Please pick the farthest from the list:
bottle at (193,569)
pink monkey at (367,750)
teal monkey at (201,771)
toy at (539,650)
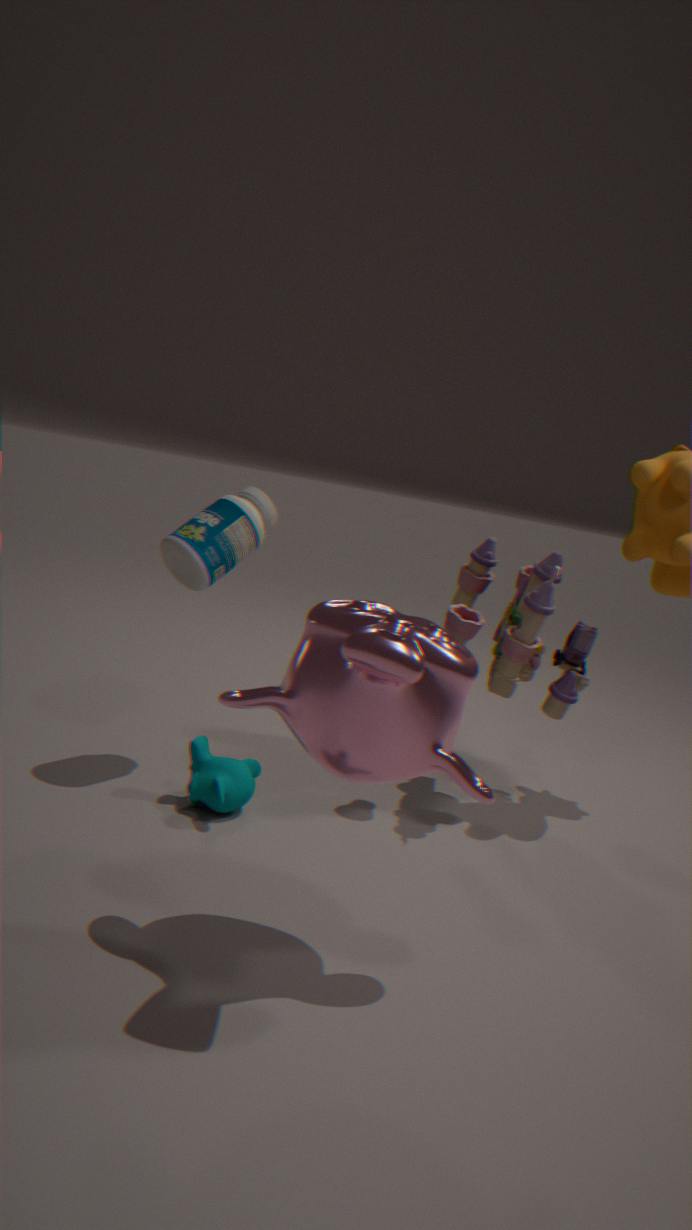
toy at (539,650)
